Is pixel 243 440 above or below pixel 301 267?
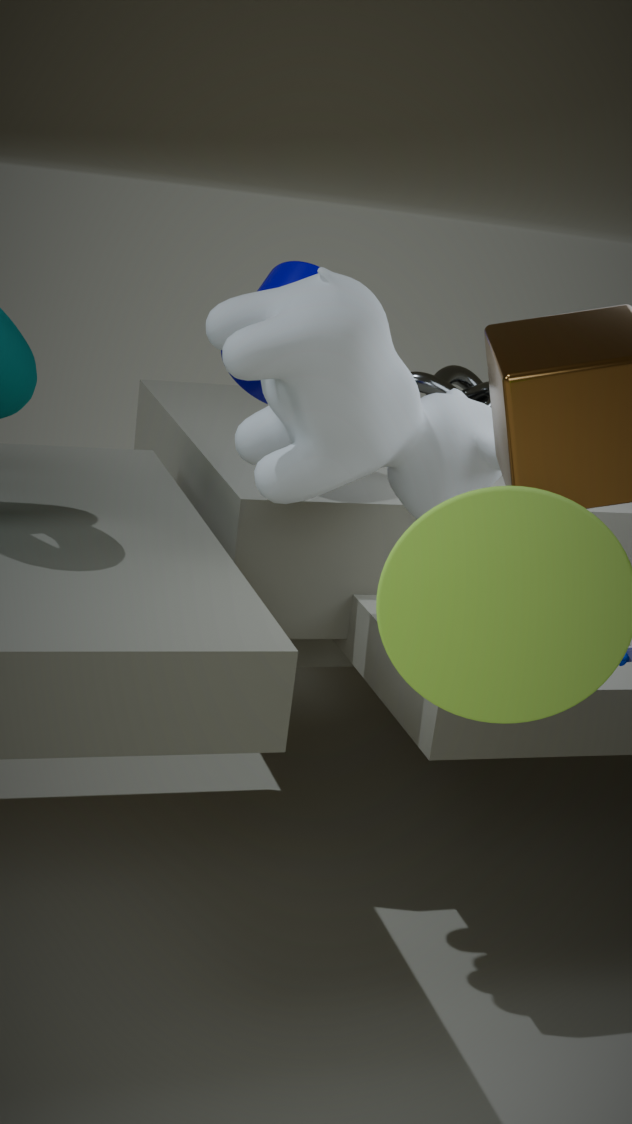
below
